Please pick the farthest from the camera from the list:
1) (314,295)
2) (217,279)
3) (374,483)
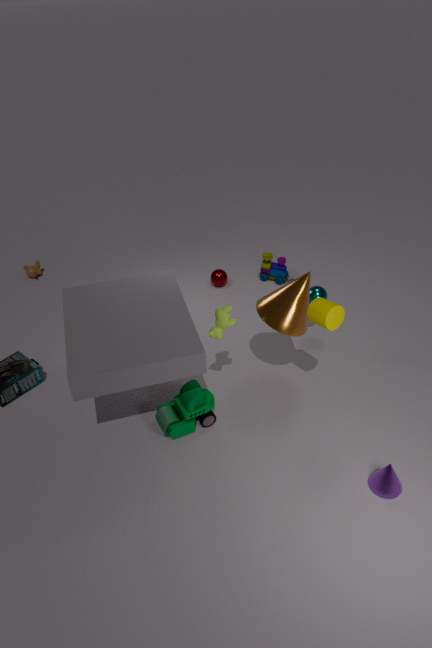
2. (217,279)
